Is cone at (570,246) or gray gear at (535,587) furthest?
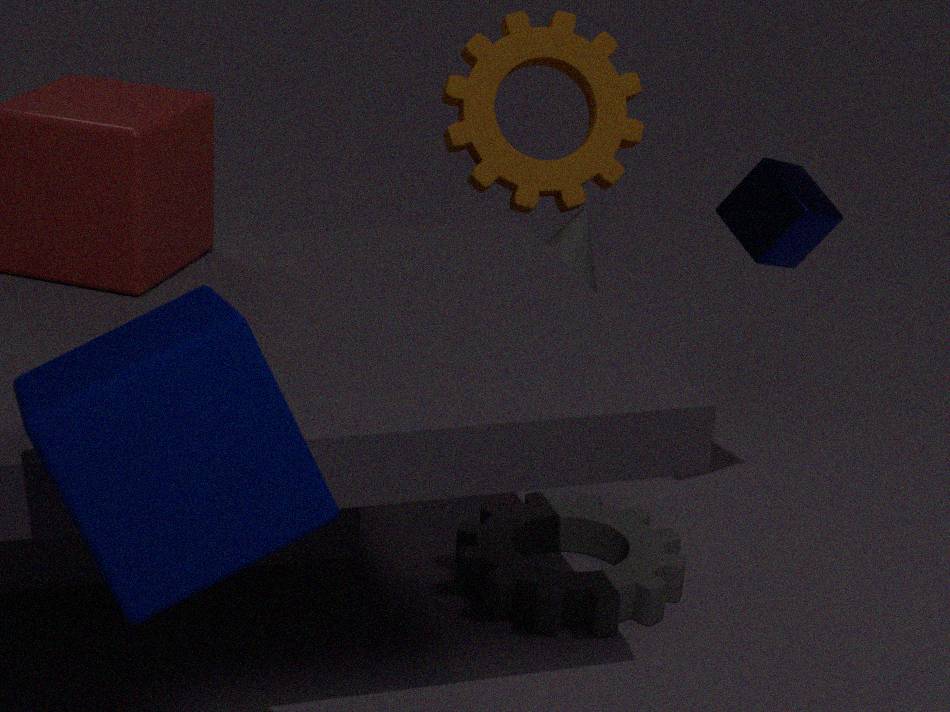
cone at (570,246)
